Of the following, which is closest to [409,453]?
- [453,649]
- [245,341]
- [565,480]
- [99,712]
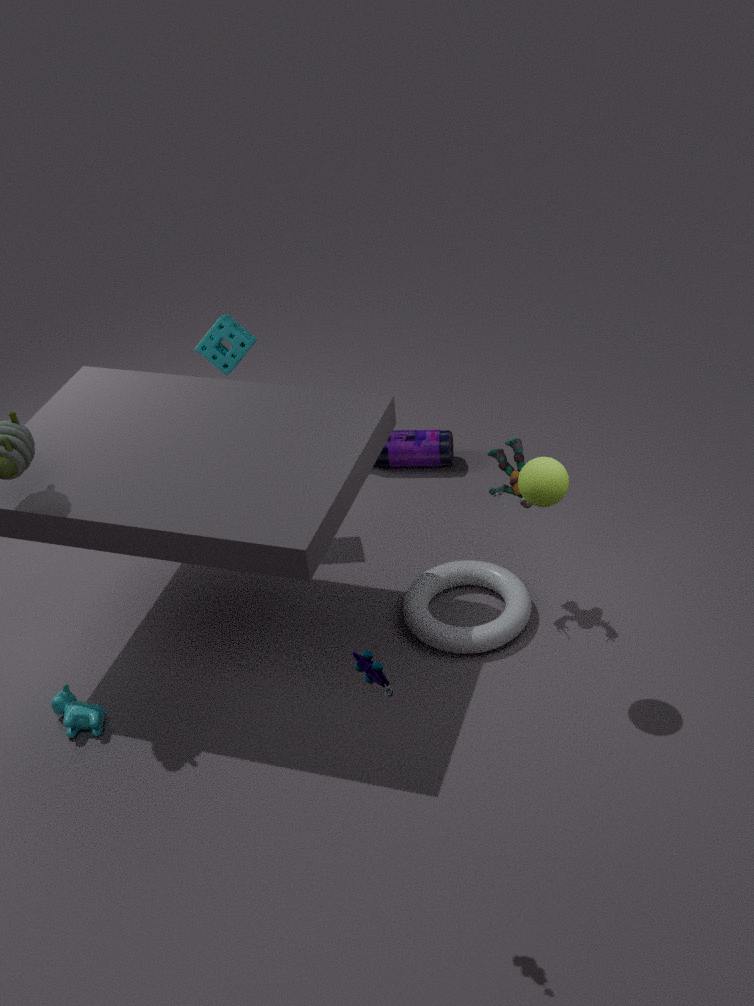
[245,341]
